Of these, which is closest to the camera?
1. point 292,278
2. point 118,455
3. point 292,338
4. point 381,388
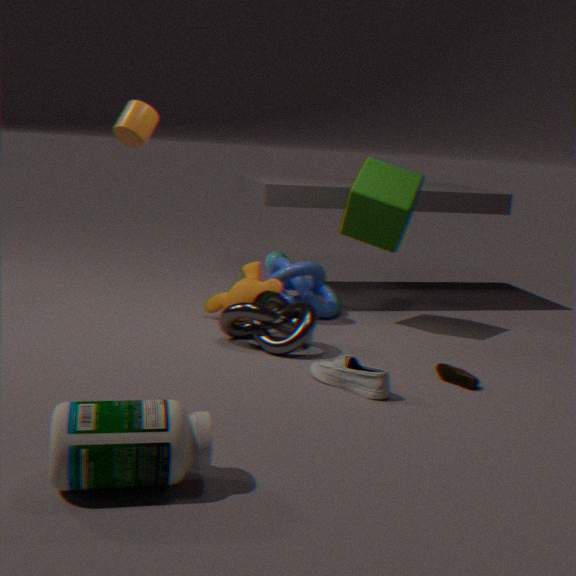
point 118,455
